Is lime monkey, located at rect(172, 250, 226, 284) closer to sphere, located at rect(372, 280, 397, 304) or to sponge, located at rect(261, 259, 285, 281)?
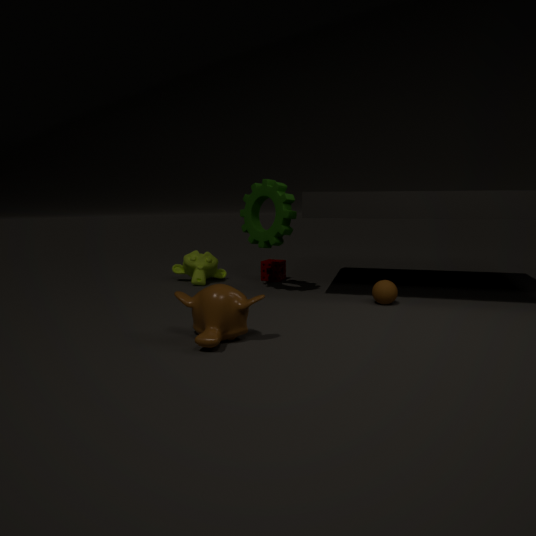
sponge, located at rect(261, 259, 285, 281)
